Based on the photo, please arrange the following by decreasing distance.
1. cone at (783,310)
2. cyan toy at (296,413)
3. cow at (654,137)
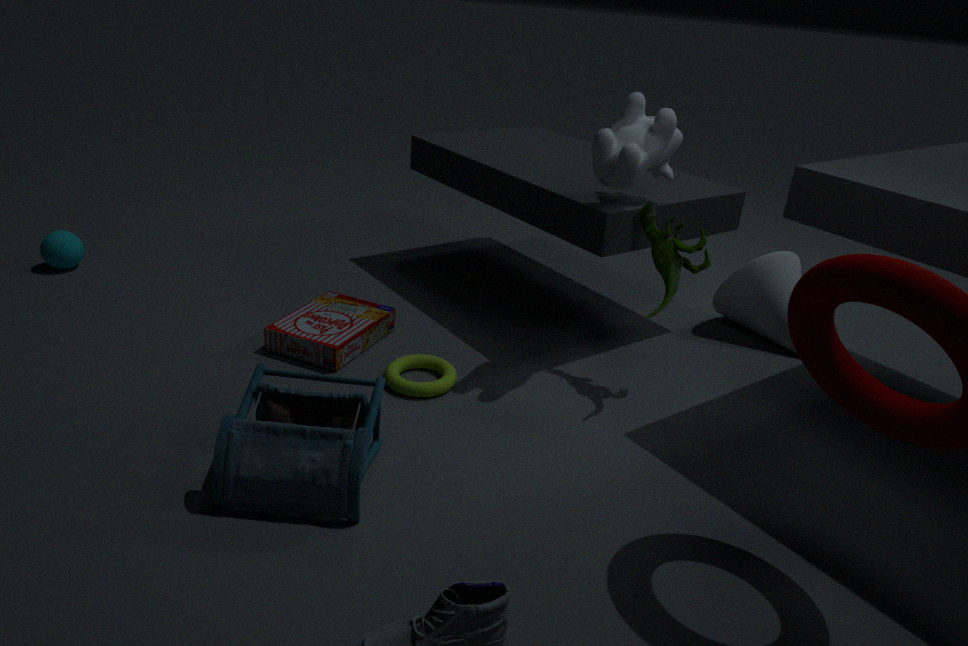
cone at (783,310) → cow at (654,137) → cyan toy at (296,413)
